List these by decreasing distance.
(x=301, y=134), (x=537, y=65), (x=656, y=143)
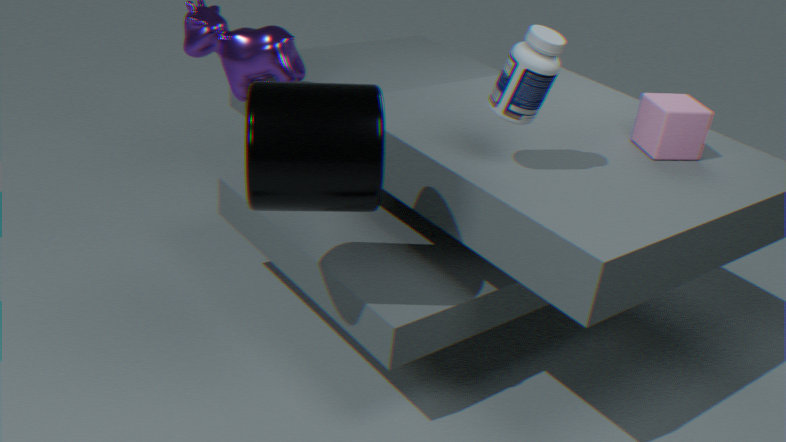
1. (x=656, y=143)
2. (x=537, y=65)
3. (x=301, y=134)
